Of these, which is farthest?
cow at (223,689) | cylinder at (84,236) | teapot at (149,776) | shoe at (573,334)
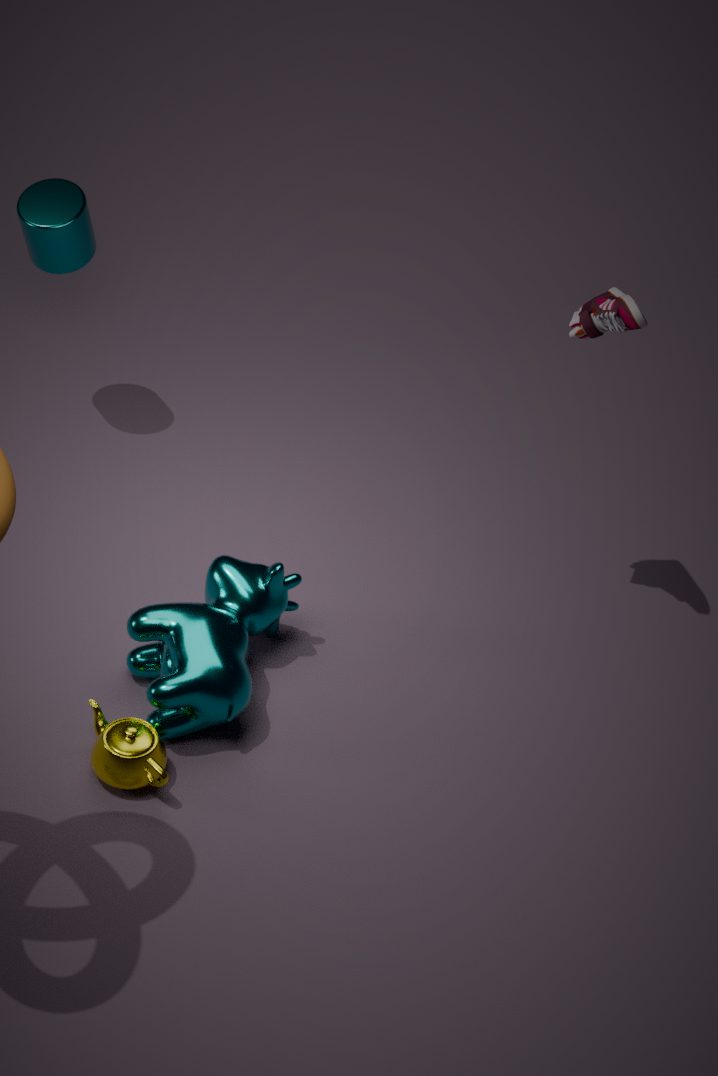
cylinder at (84,236)
